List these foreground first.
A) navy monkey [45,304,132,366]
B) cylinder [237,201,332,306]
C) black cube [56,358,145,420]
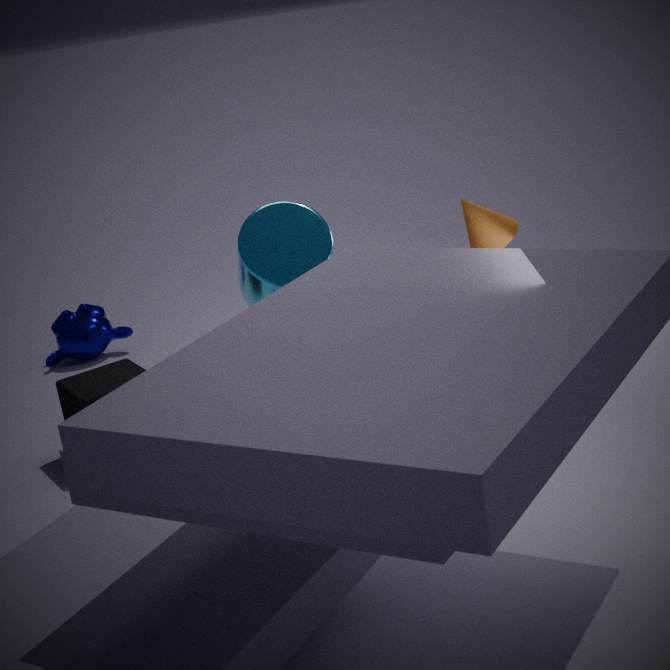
cylinder [237,201,332,306] < black cube [56,358,145,420] < navy monkey [45,304,132,366]
